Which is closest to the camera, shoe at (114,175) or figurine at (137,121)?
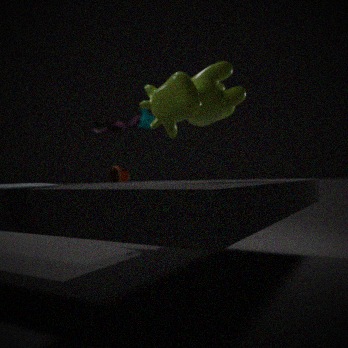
figurine at (137,121)
